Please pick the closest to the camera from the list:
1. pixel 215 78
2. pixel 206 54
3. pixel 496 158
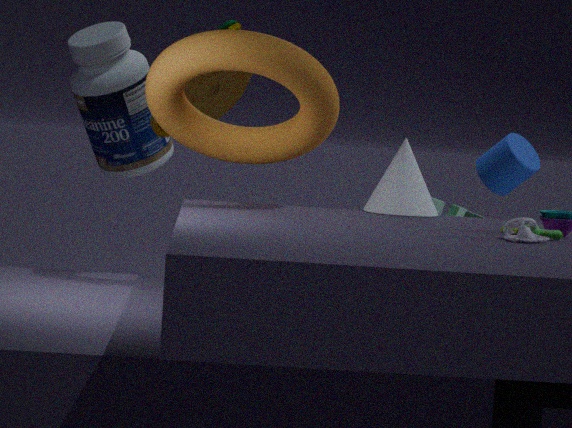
pixel 206 54
